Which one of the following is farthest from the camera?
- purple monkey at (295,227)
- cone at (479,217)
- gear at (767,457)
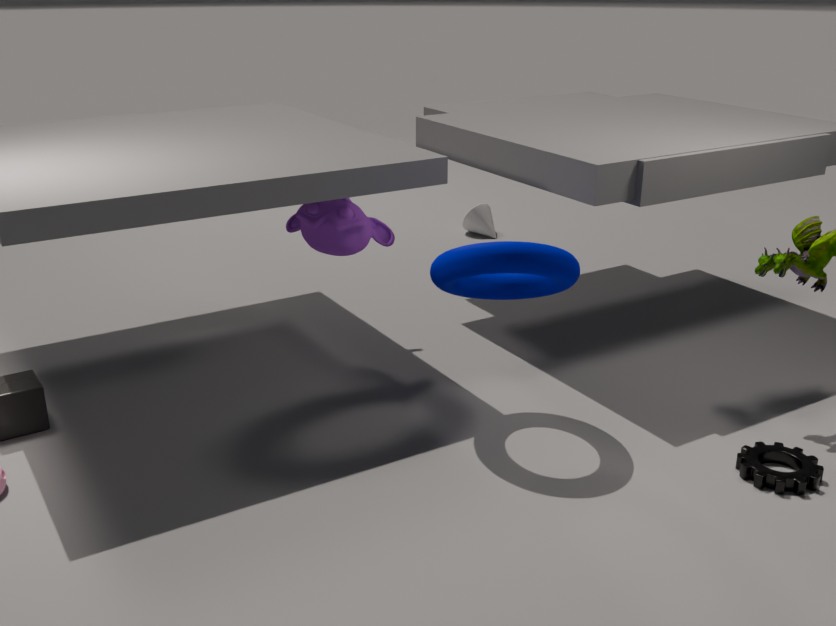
cone at (479,217)
